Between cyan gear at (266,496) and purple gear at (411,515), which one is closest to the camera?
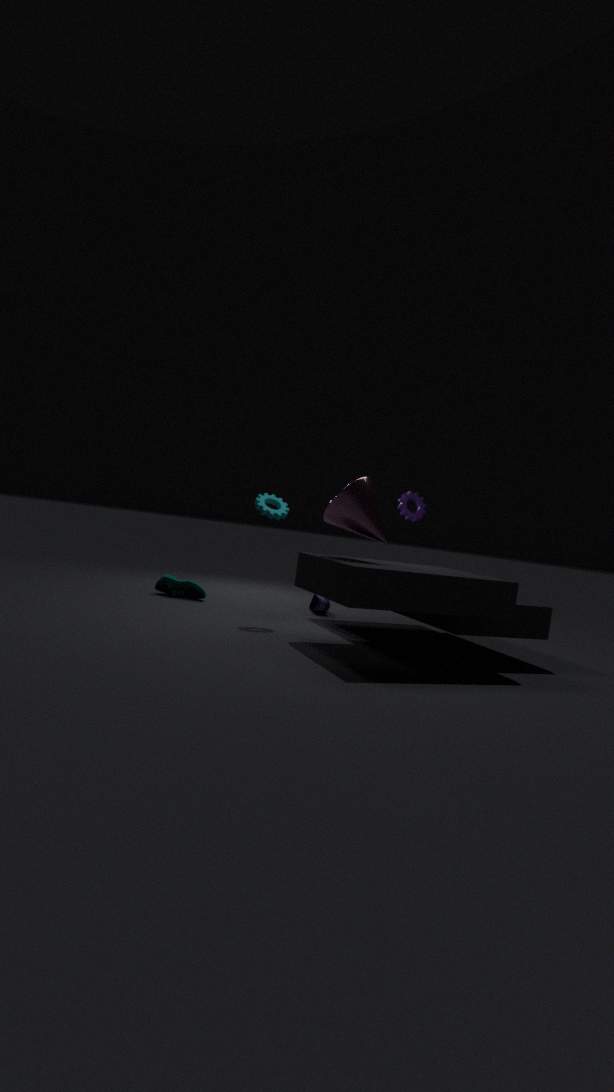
cyan gear at (266,496)
